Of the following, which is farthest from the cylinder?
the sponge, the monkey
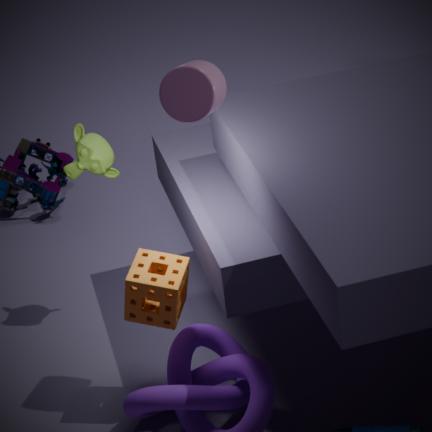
the monkey
